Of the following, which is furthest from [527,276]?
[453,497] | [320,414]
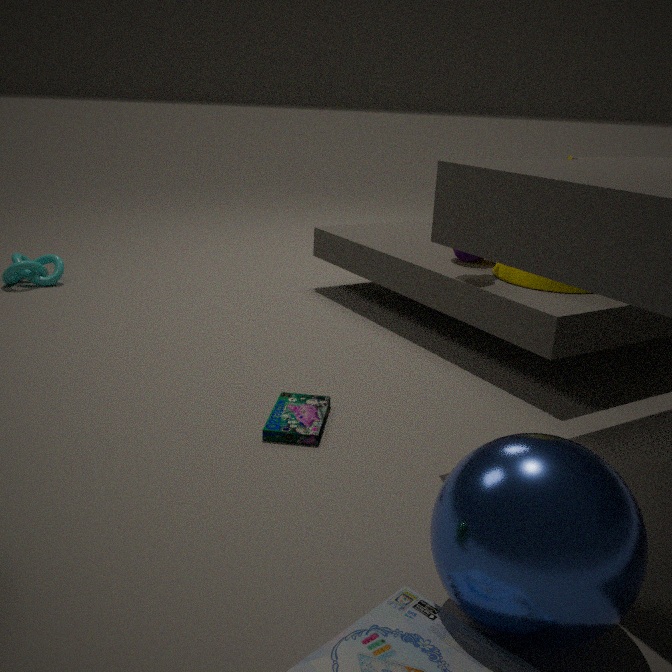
[453,497]
